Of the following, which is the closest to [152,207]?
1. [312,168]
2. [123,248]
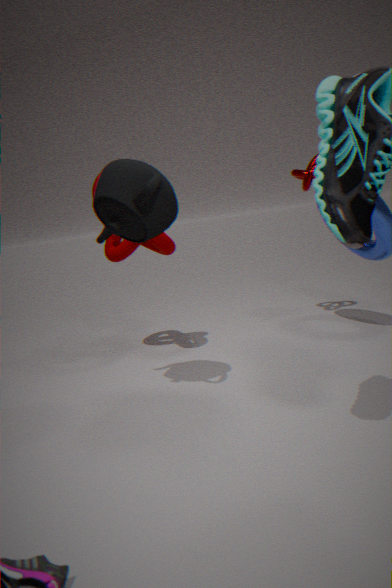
[123,248]
